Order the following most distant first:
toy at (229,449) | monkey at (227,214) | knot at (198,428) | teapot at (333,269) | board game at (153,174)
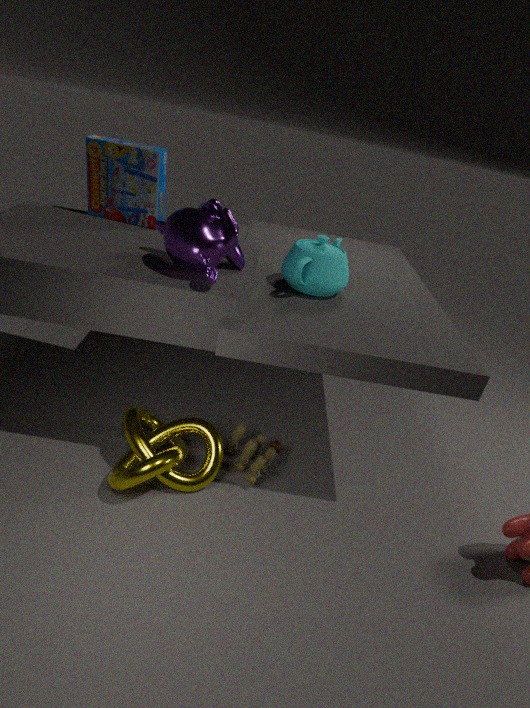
board game at (153,174), toy at (229,449), teapot at (333,269), knot at (198,428), monkey at (227,214)
